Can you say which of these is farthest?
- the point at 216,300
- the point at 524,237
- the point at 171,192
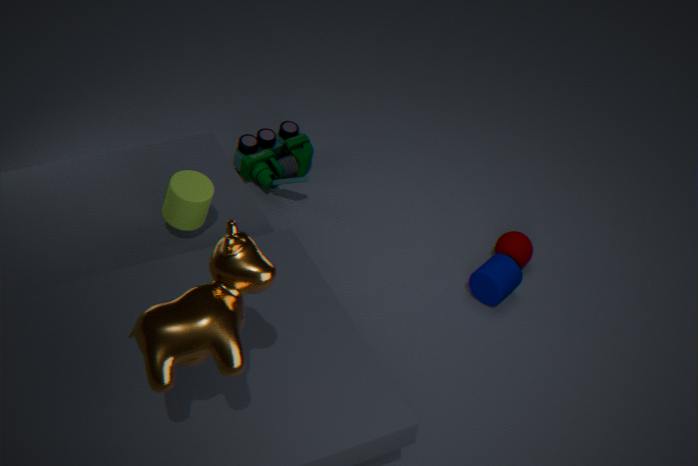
the point at 524,237
